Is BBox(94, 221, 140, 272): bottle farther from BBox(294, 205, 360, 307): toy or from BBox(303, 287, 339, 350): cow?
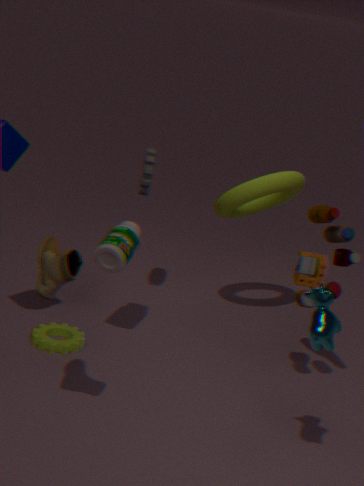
BBox(303, 287, 339, 350): cow
